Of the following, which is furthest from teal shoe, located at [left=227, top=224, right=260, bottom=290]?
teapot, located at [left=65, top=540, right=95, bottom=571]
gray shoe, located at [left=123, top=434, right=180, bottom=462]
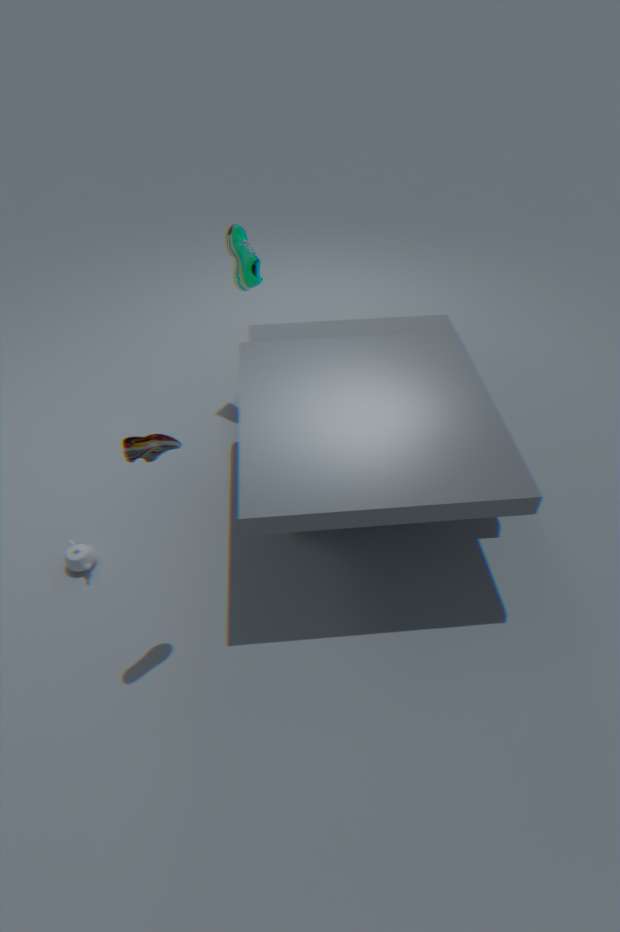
teapot, located at [left=65, top=540, right=95, bottom=571]
